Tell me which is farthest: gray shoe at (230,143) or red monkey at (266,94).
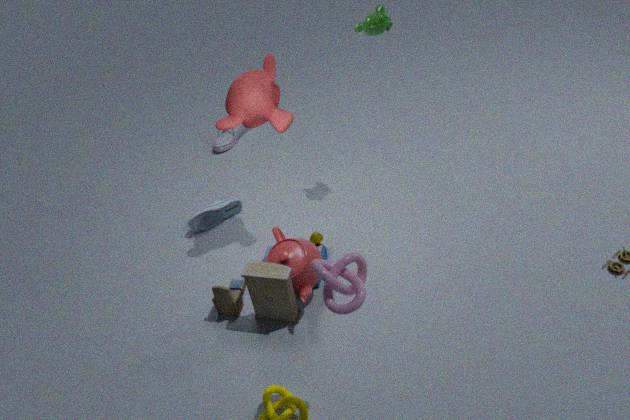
gray shoe at (230,143)
